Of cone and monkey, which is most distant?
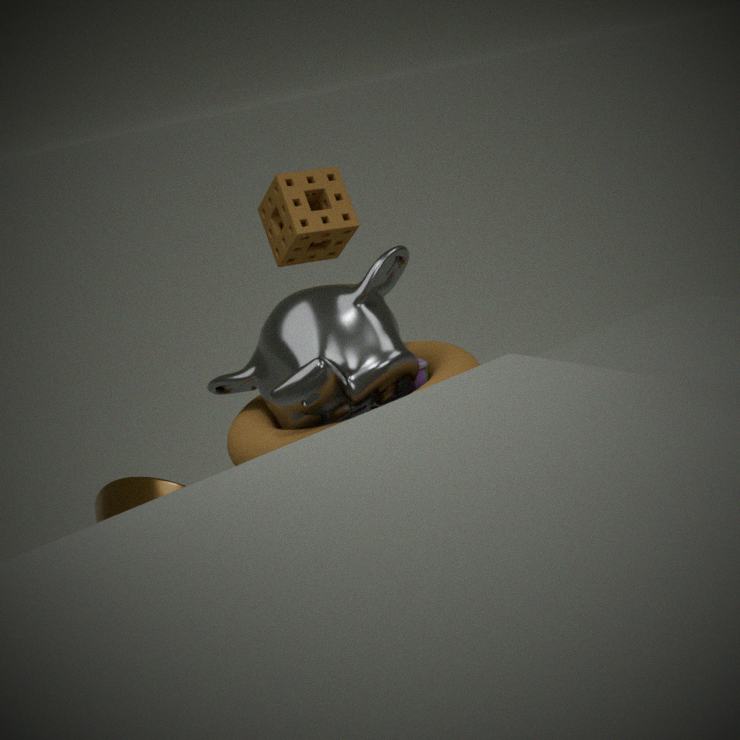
cone
